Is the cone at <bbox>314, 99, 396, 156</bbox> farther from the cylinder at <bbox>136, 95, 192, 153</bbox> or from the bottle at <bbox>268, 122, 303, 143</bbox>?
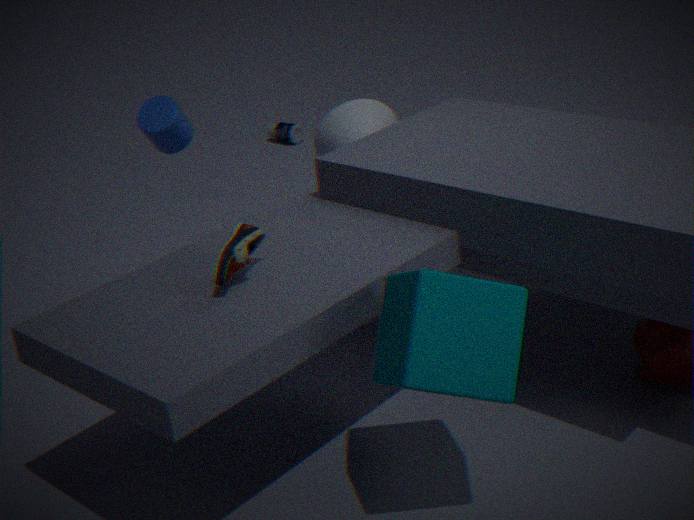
the bottle at <bbox>268, 122, 303, 143</bbox>
